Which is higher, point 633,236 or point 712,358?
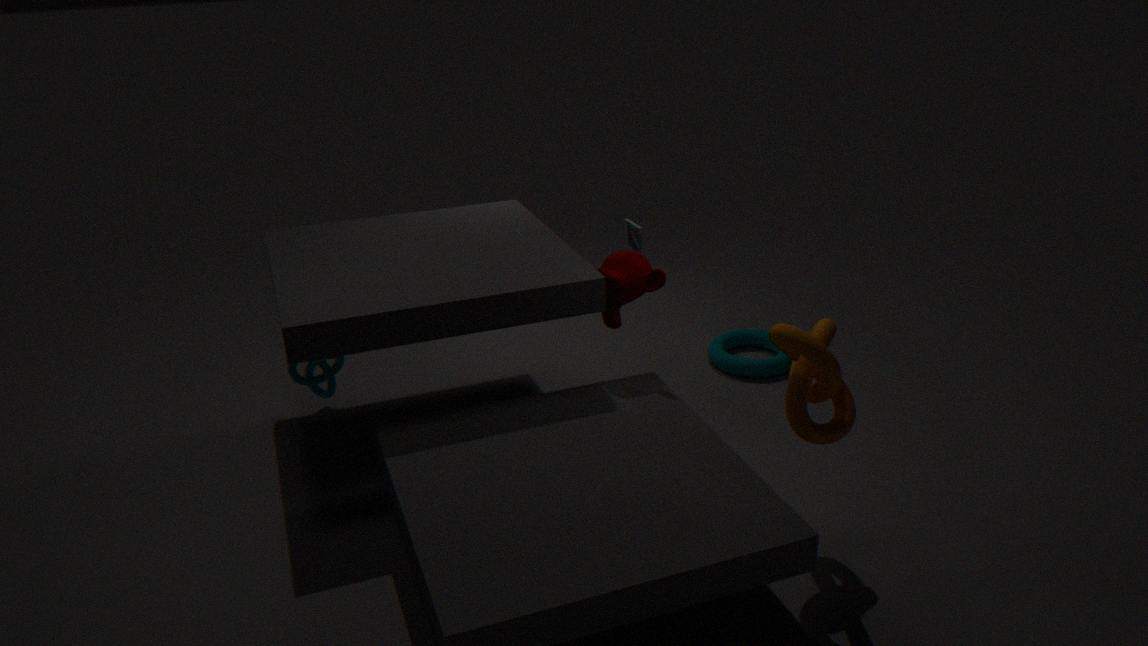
point 633,236
